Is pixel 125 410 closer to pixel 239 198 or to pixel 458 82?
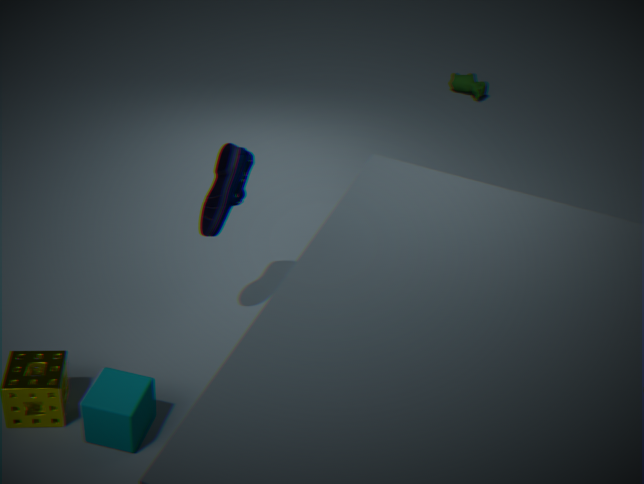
pixel 239 198
